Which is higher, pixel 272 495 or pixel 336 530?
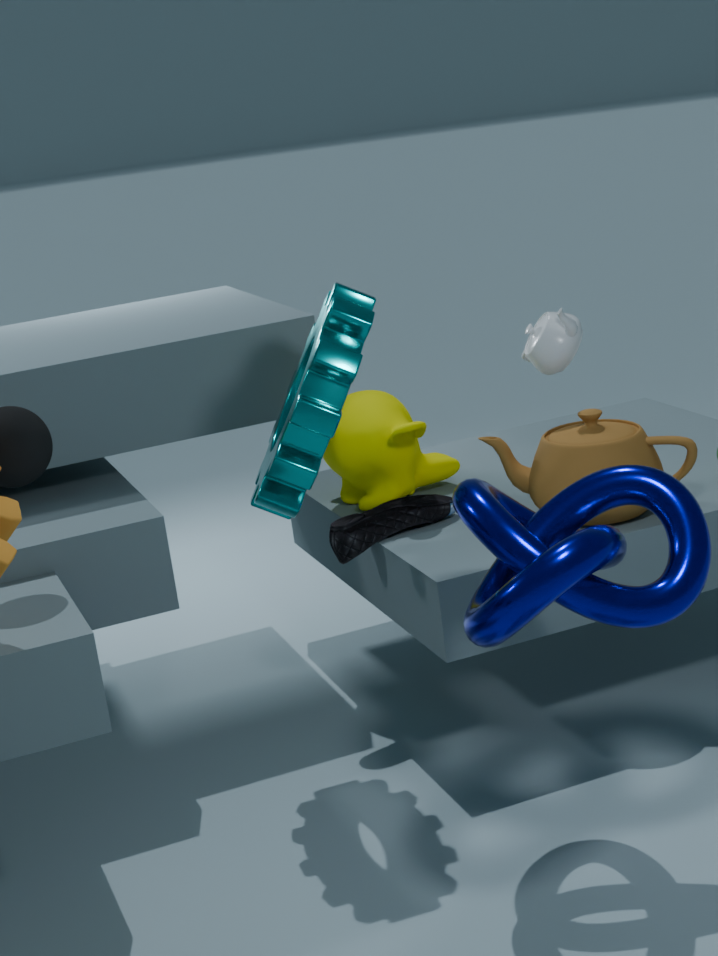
pixel 272 495
